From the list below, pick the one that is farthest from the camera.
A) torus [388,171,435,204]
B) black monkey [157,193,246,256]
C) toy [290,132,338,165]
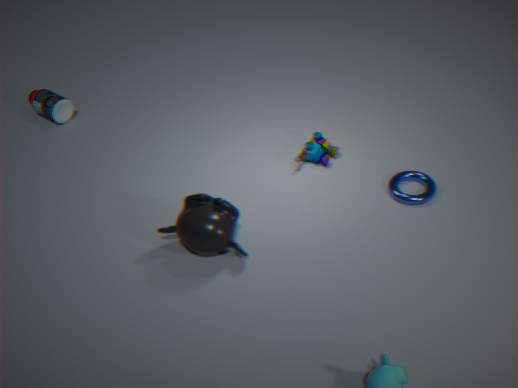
toy [290,132,338,165]
